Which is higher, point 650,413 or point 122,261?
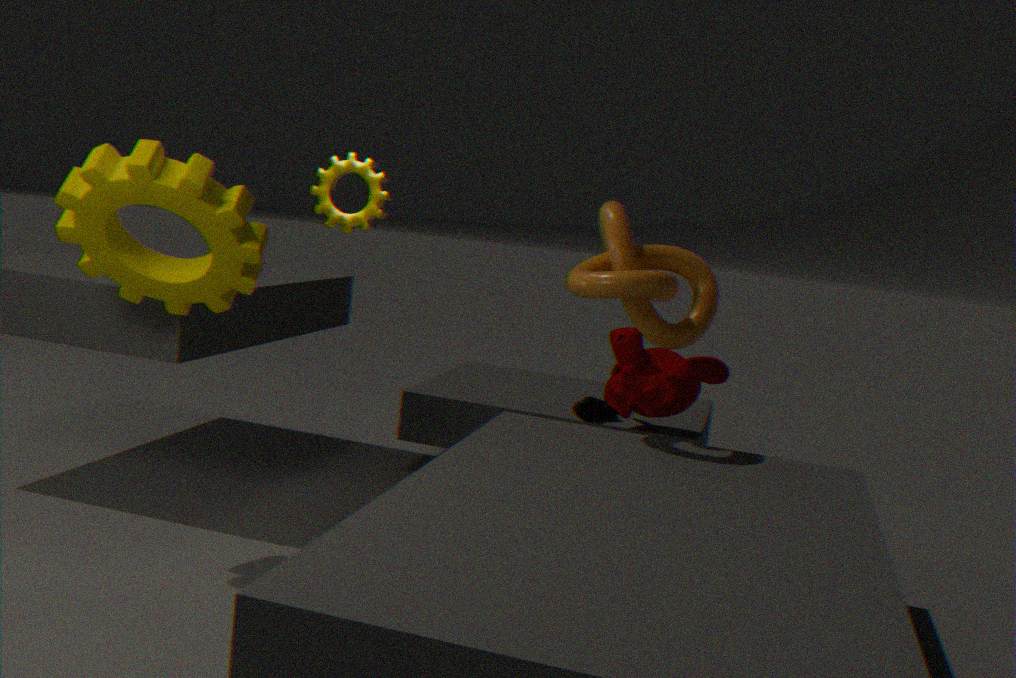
point 122,261
